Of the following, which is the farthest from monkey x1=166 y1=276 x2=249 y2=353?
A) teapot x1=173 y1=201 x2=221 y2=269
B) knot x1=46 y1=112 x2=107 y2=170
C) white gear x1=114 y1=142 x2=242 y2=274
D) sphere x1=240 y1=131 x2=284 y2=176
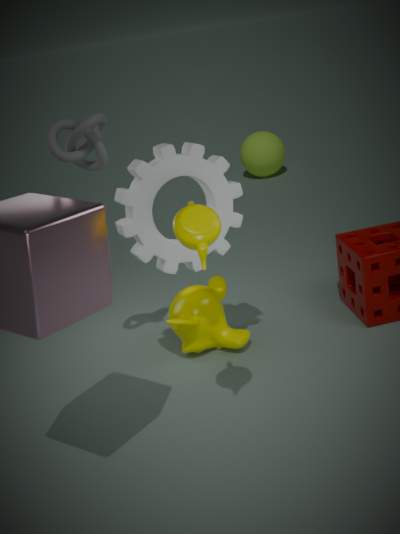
sphere x1=240 y1=131 x2=284 y2=176
